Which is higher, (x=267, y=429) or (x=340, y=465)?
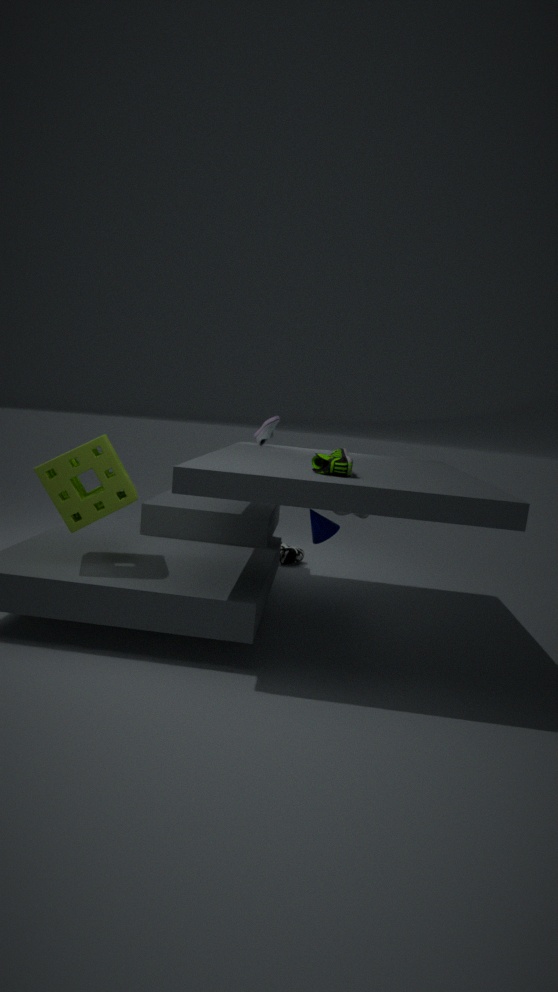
(x=267, y=429)
